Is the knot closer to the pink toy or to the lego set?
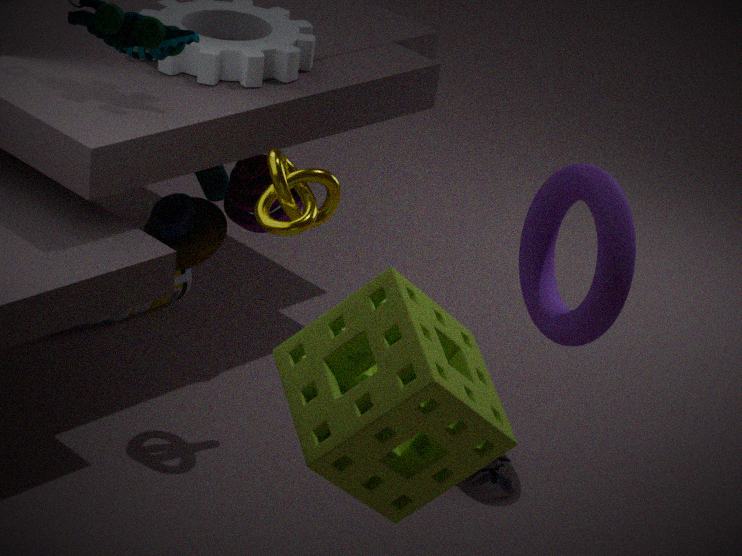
the pink toy
